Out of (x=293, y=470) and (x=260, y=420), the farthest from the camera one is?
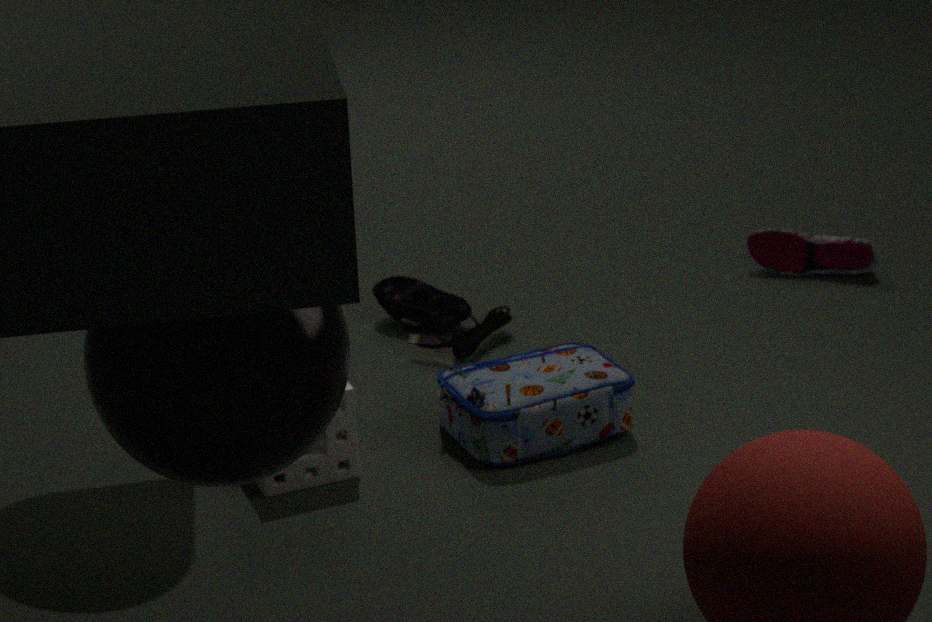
(x=293, y=470)
